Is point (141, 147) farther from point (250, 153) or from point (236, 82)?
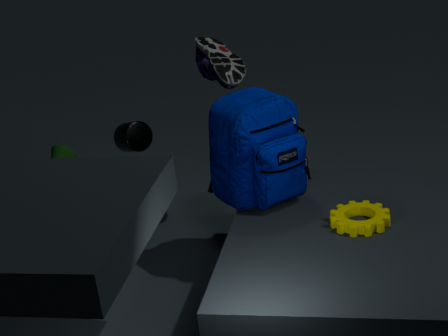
point (250, 153)
